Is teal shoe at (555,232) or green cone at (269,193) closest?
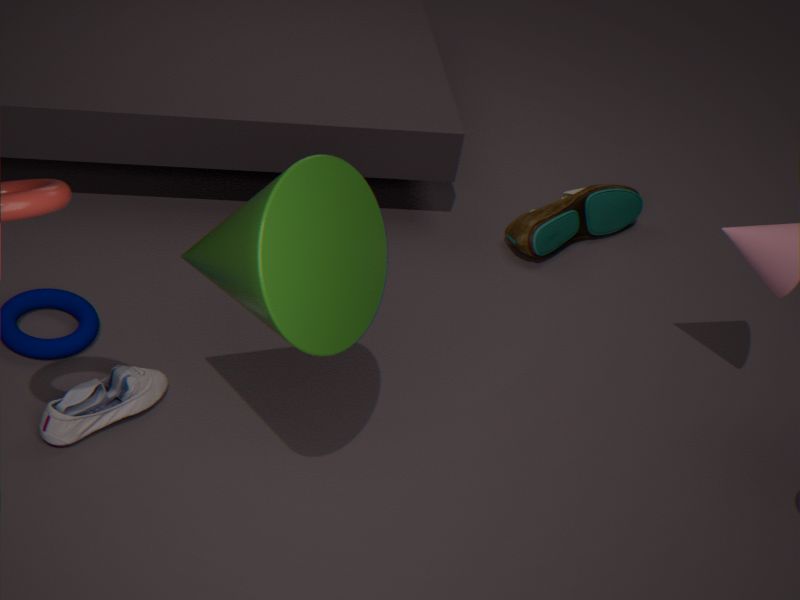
green cone at (269,193)
